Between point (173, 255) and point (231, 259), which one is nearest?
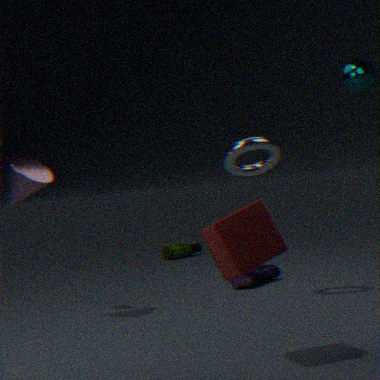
point (231, 259)
